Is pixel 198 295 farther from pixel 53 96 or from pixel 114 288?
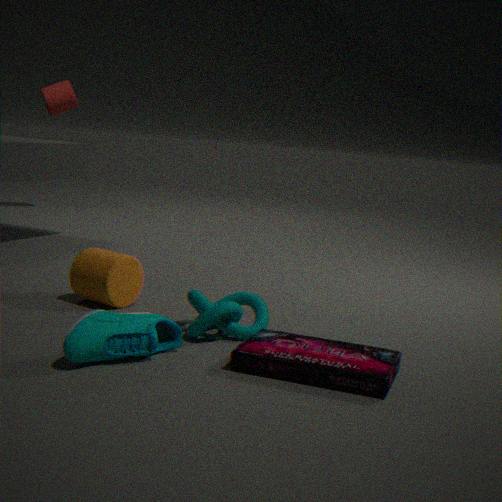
pixel 53 96
